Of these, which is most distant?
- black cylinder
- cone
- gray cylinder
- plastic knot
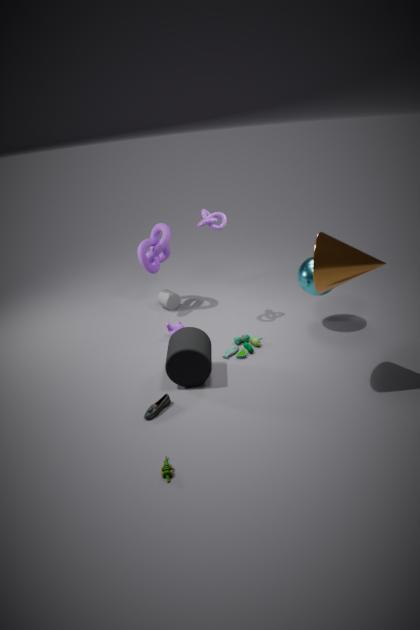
gray cylinder
